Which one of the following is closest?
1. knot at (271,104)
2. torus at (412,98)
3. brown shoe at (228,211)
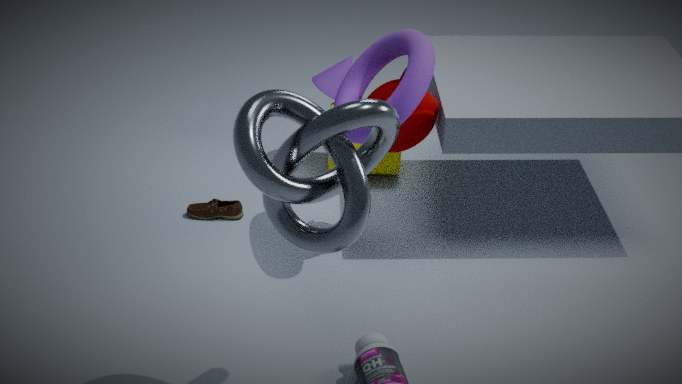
knot at (271,104)
